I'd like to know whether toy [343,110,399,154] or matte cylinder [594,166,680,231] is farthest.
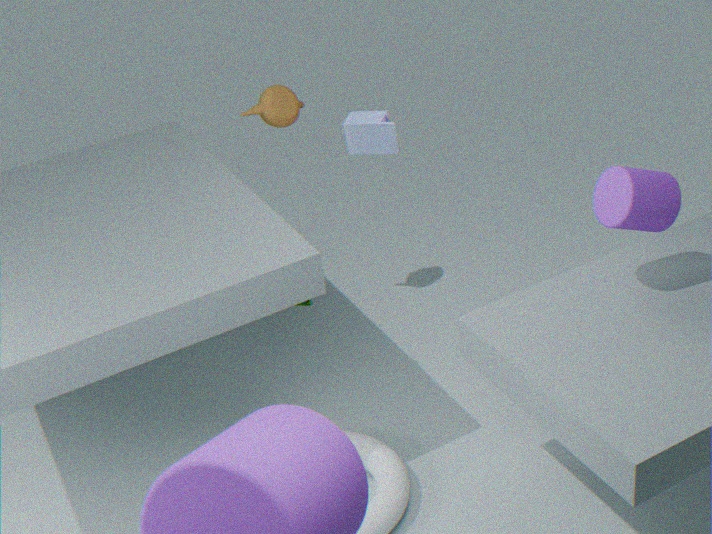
toy [343,110,399,154]
